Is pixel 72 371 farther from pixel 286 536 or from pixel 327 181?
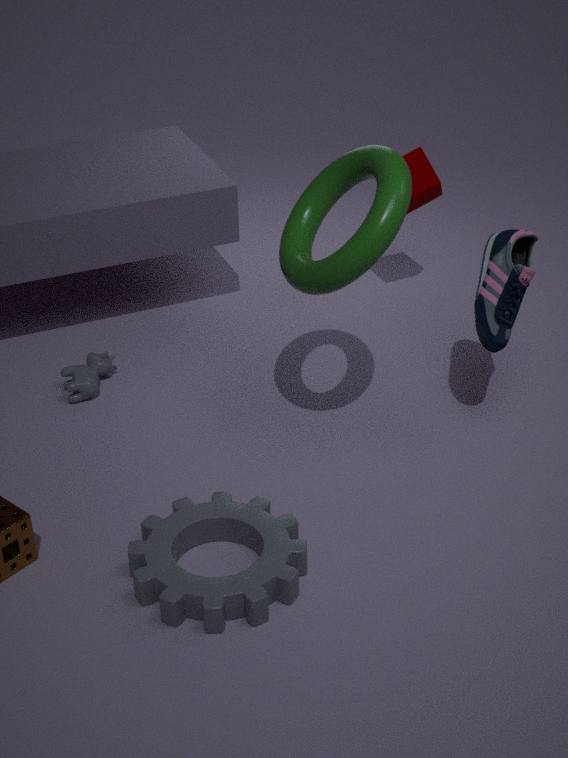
pixel 327 181
